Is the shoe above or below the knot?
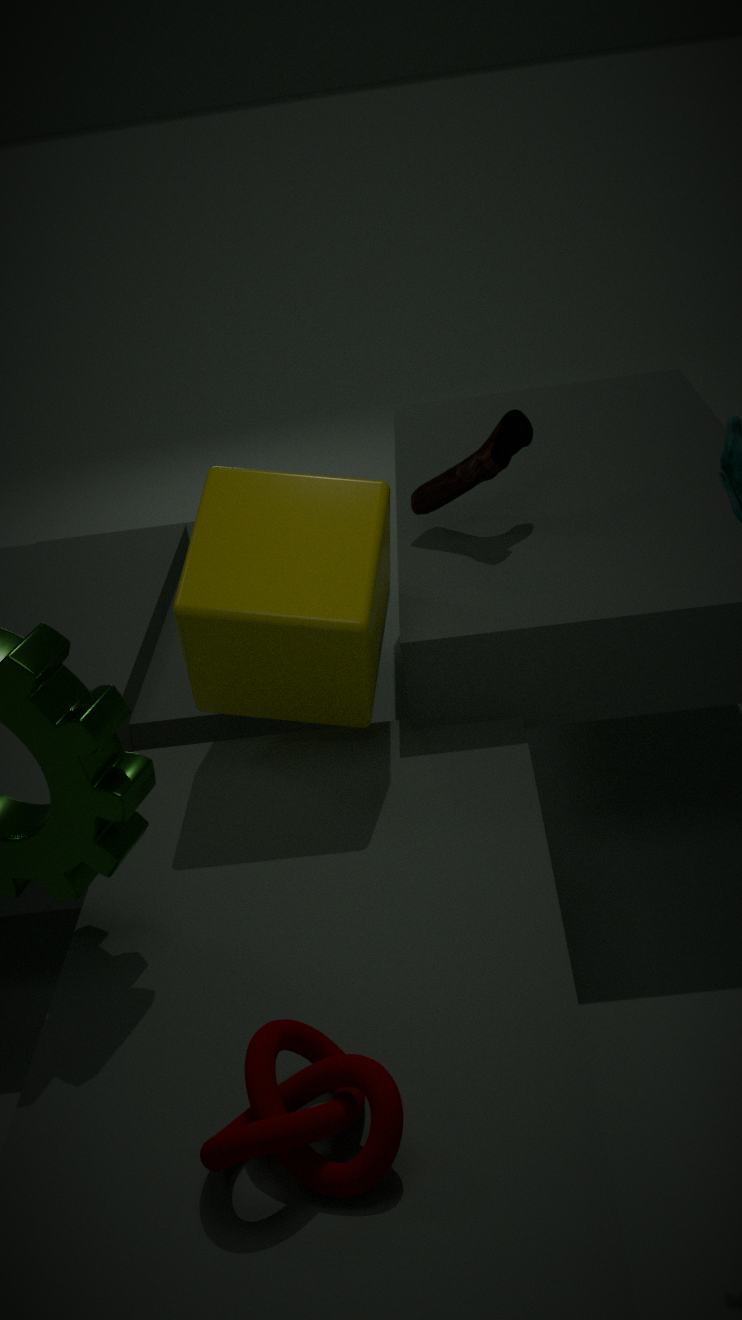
above
